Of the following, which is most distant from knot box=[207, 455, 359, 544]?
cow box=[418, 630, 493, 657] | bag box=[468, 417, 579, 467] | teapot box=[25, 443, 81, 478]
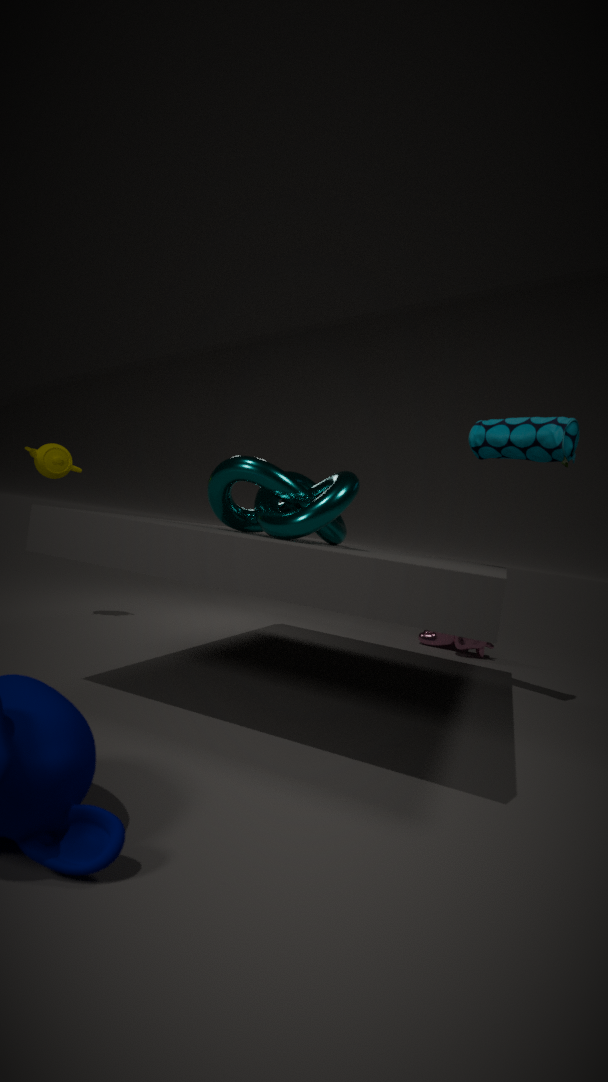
cow box=[418, 630, 493, 657]
